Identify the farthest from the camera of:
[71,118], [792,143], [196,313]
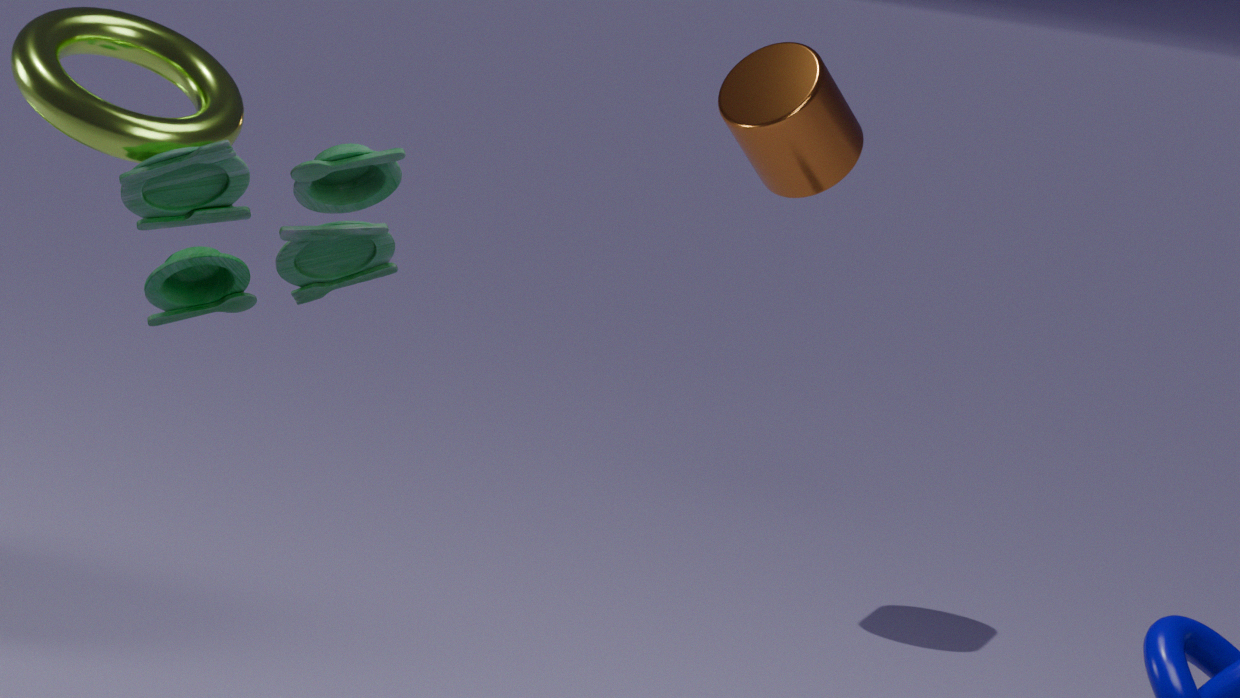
[792,143]
